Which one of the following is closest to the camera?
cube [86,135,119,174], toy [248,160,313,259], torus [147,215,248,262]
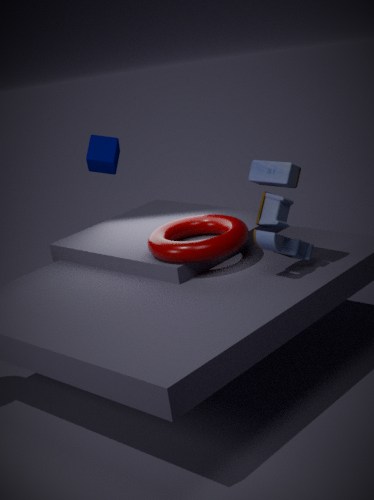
toy [248,160,313,259]
